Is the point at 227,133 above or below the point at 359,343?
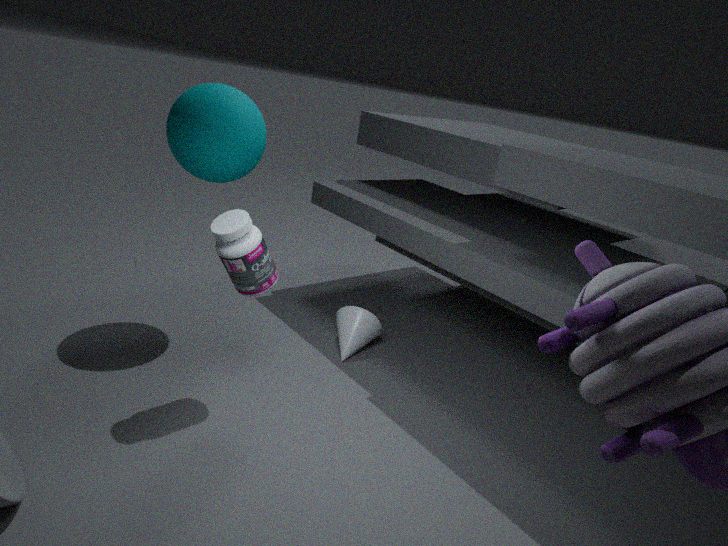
above
